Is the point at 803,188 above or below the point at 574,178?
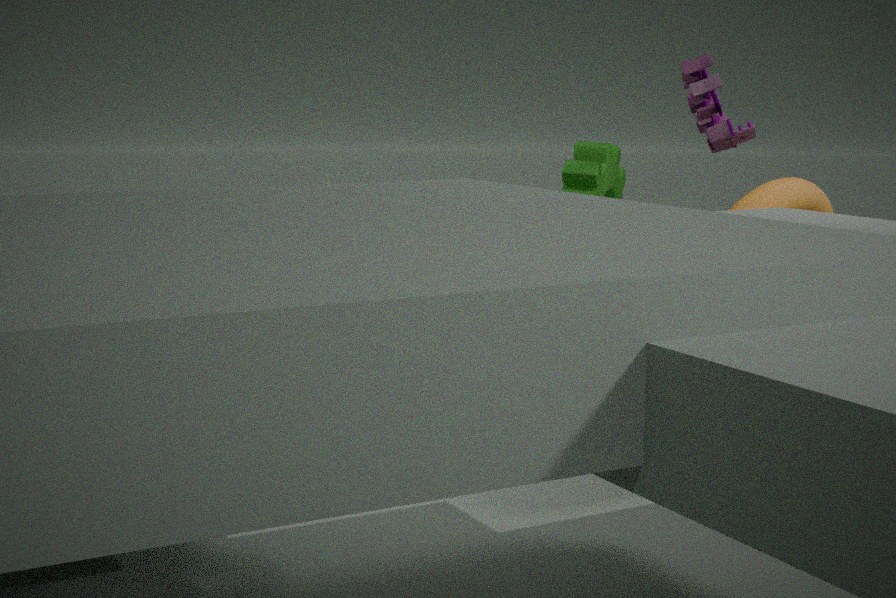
below
